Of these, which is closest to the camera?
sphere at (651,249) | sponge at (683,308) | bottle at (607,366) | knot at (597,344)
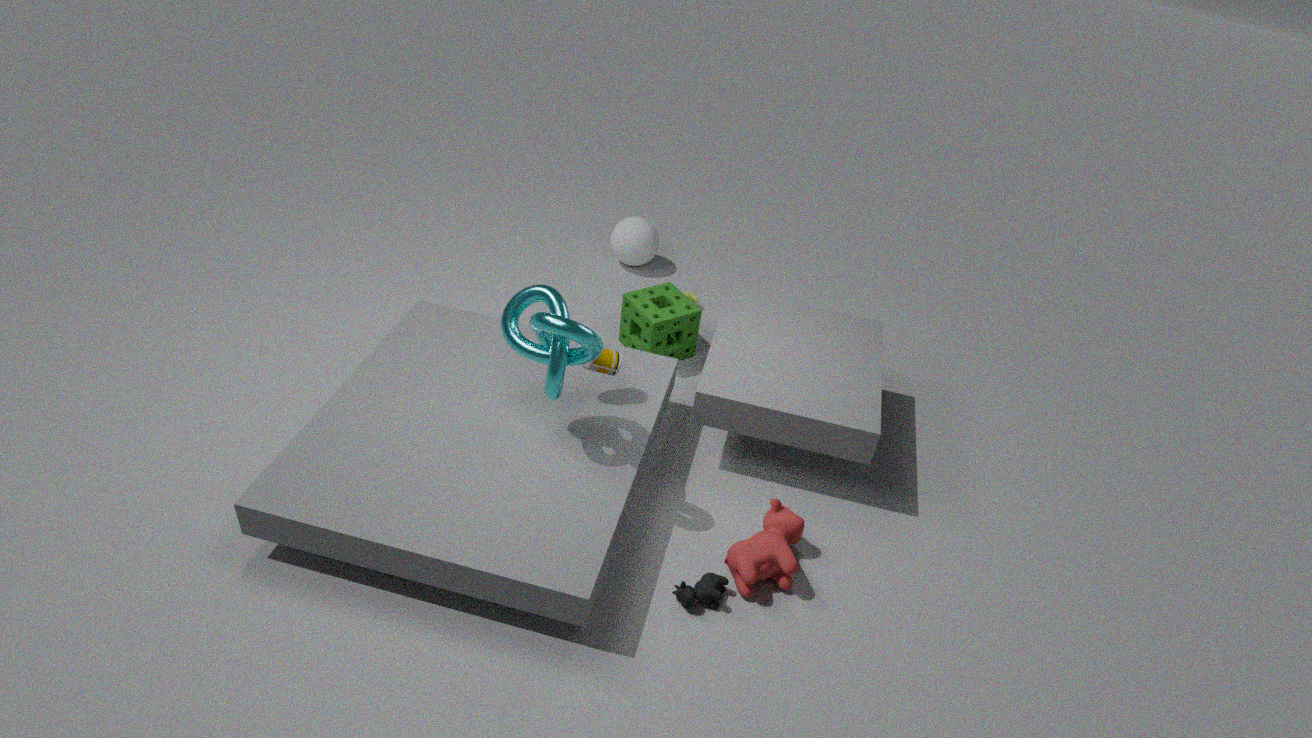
knot at (597,344)
